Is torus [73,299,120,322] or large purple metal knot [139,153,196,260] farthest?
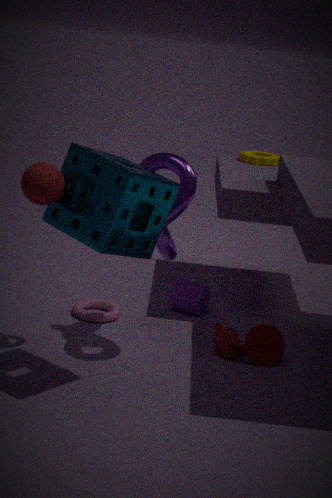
torus [73,299,120,322]
